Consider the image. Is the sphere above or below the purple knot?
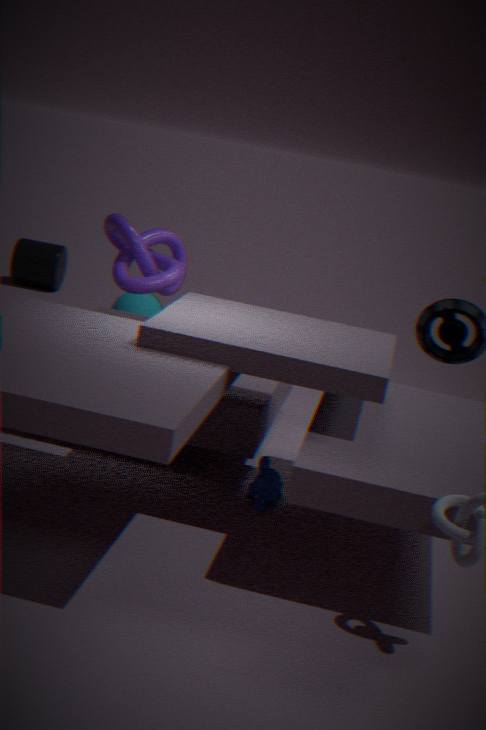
below
